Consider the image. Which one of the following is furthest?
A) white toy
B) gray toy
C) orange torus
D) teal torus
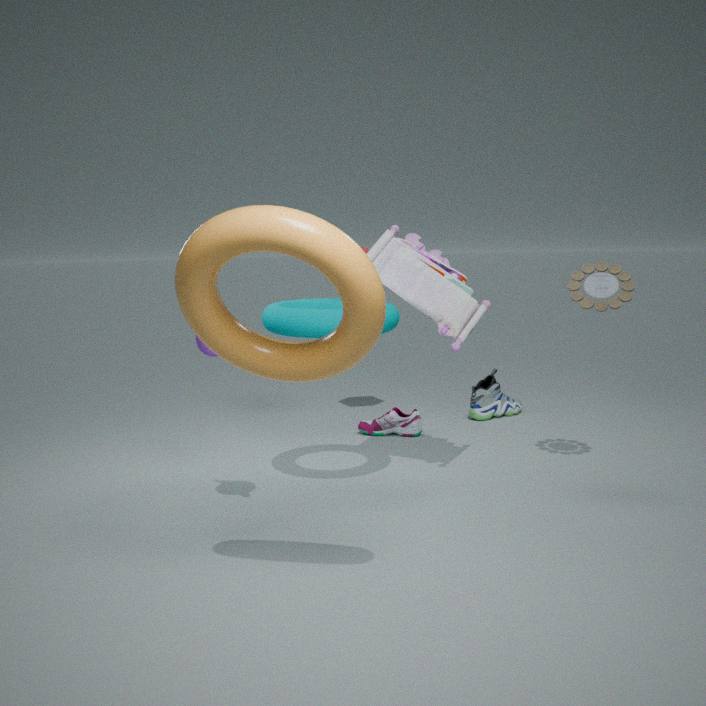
B. gray toy
